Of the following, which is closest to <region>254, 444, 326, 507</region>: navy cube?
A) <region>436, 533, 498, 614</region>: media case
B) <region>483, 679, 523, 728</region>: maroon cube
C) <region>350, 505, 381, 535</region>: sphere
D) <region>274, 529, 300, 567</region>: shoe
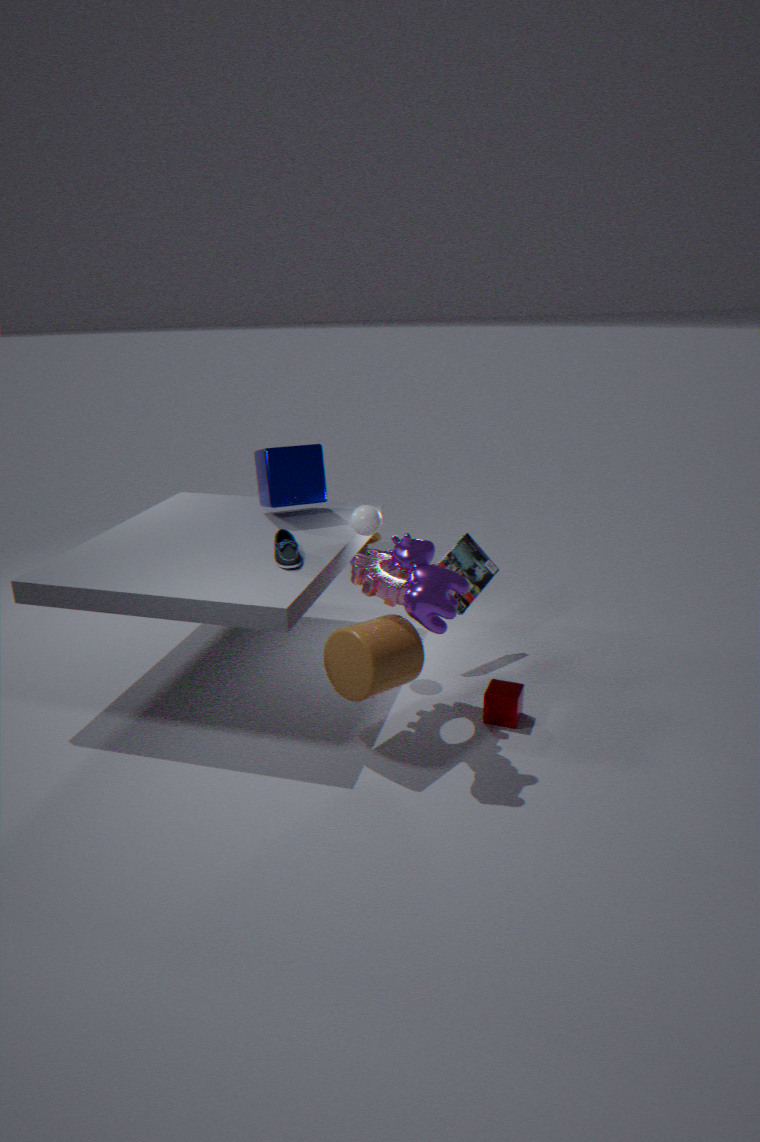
<region>350, 505, 381, 535</region>: sphere
